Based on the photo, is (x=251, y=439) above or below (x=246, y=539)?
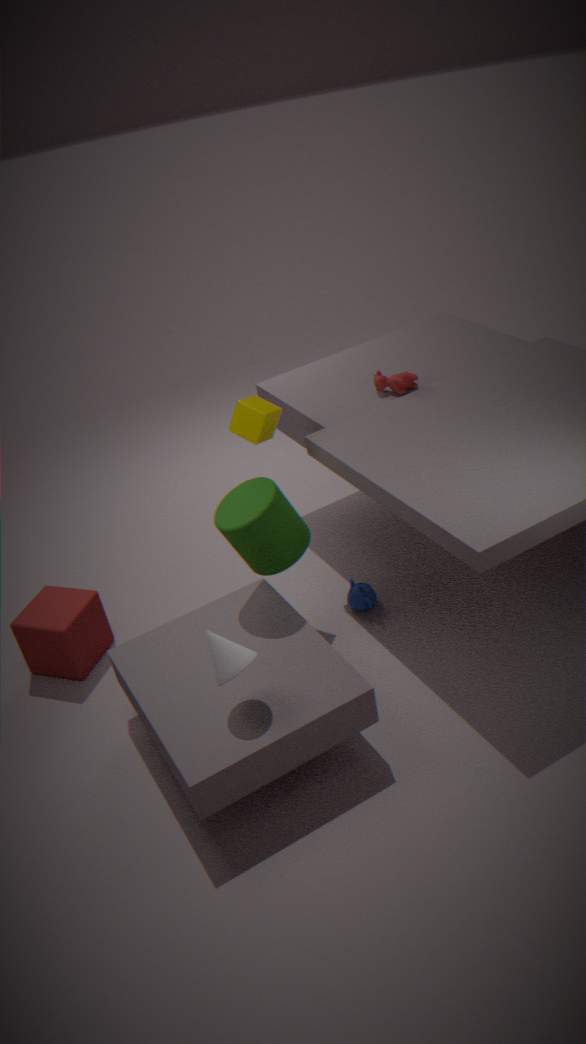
above
